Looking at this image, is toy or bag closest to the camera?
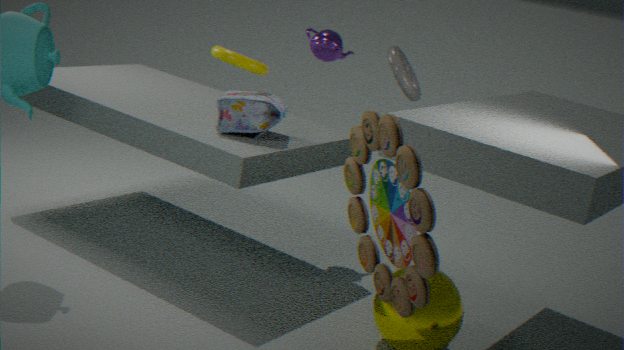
toy
